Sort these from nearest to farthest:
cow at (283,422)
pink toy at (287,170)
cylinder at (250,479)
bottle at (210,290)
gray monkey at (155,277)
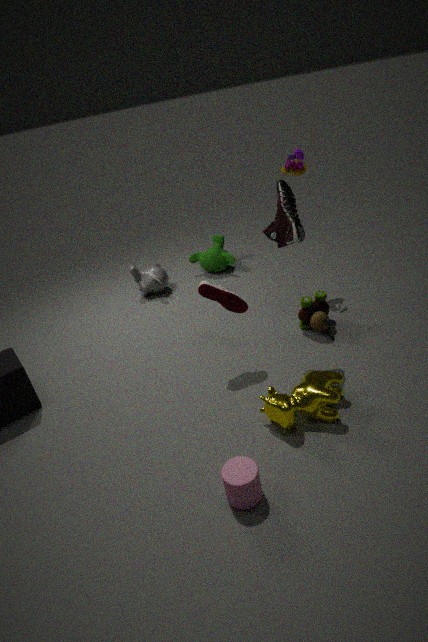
1. cylinder at (250,479)
2. cow at (283,422)
3. bottle at (210,290)
4. pink toy at (287,170)
5. gray monkey at (155,277)
